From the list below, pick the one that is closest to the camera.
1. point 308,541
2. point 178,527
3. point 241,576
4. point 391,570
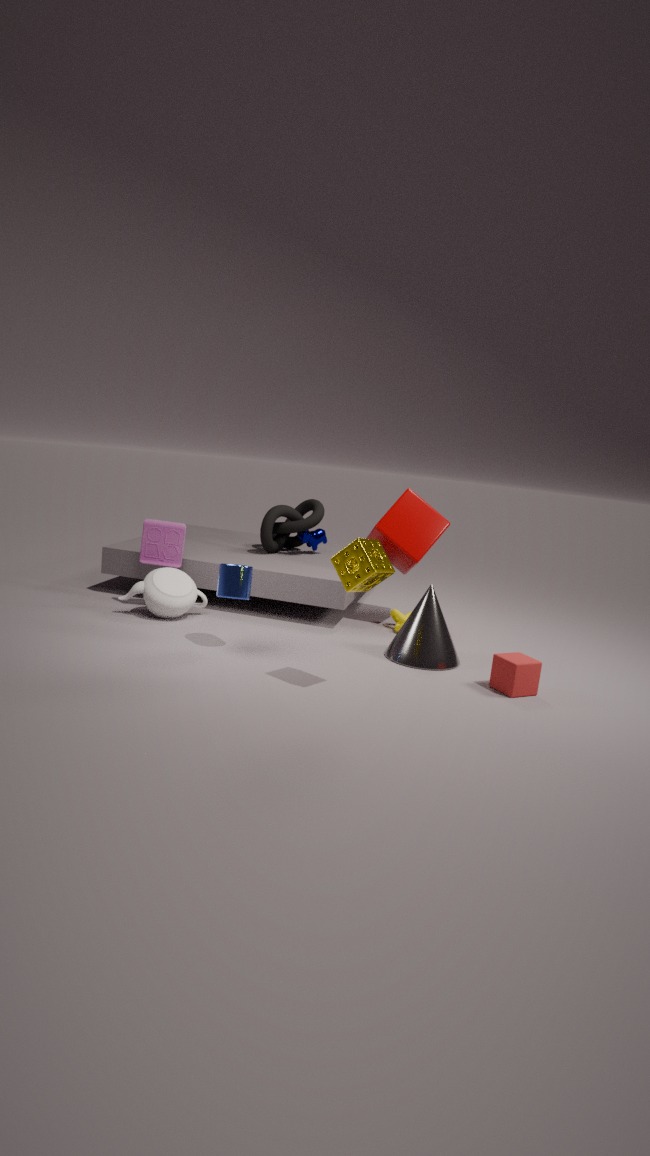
point 391,570
